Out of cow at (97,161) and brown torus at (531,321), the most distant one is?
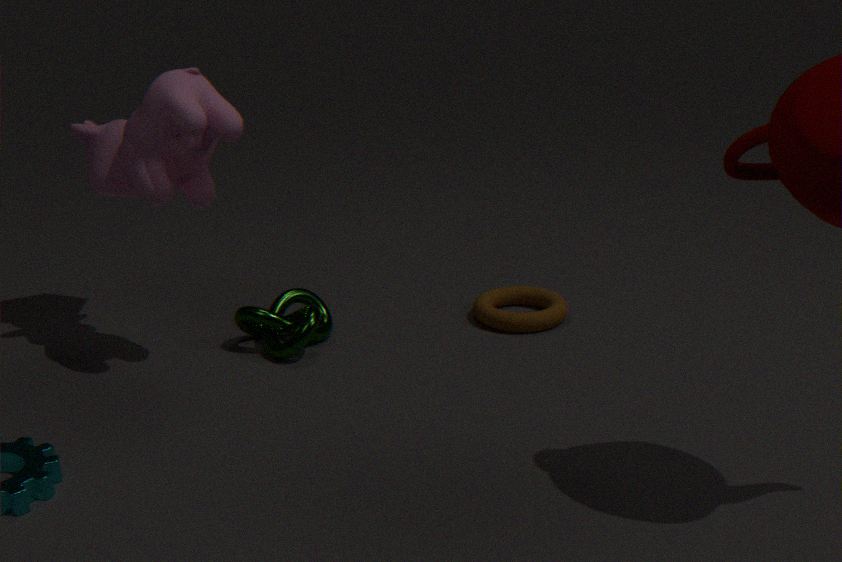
brown torus at (531,321)
